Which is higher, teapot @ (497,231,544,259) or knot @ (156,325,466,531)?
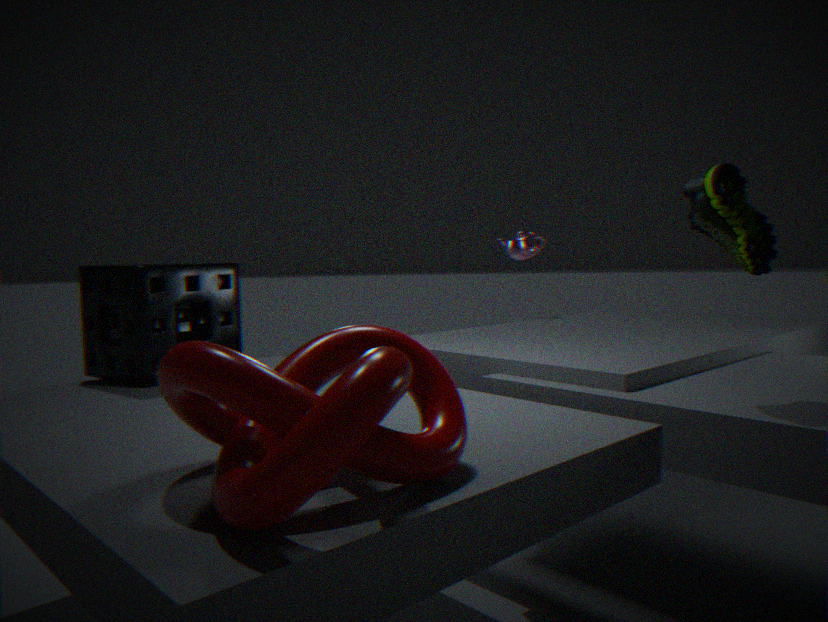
teapot @ (497,231,544,259)
